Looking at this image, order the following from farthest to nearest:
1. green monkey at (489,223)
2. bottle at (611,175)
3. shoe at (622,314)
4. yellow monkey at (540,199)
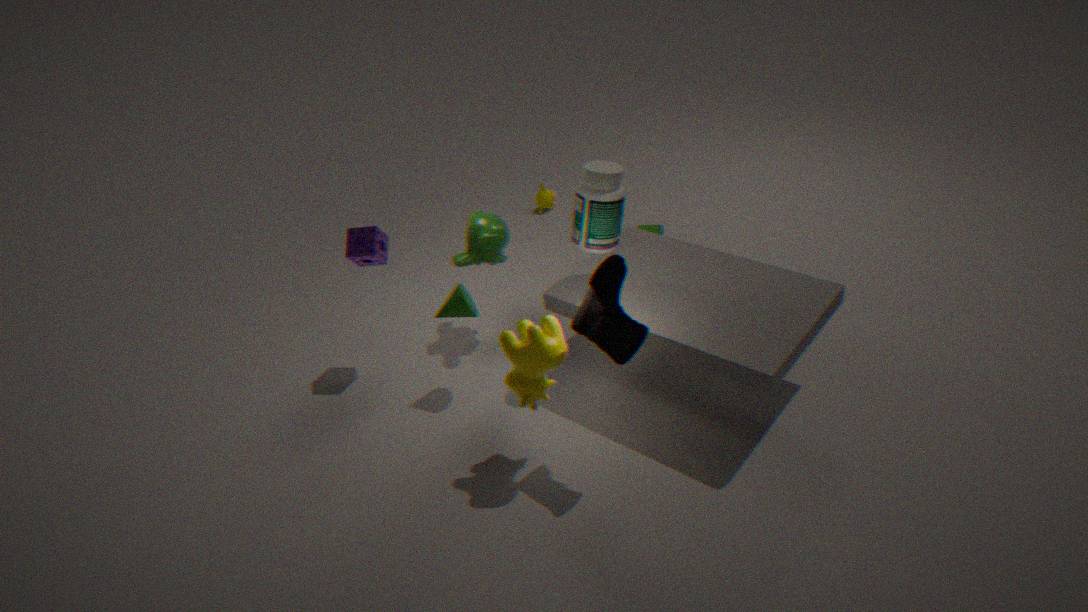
yellow monkey at (540,199) < green monkey at (489,223) < bottle at (611,175) < shoe at (622,314)
